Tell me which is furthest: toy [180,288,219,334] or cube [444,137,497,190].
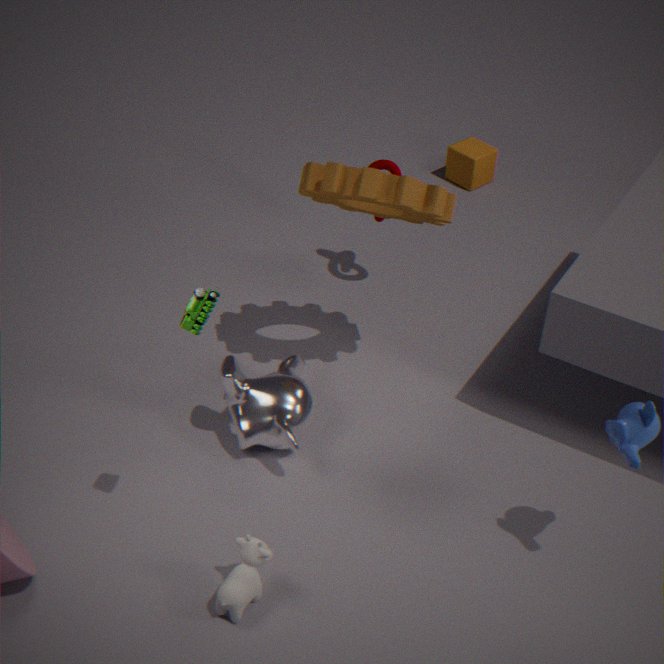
cube [444,137,497,190]
